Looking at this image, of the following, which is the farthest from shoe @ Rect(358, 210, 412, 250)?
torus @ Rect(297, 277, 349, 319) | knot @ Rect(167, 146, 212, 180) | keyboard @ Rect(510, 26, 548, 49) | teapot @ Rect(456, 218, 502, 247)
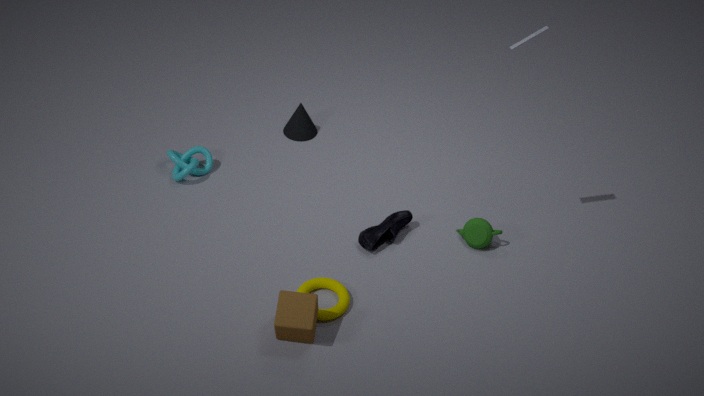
keyboard @ Rect(510, 26, 548, 49)
